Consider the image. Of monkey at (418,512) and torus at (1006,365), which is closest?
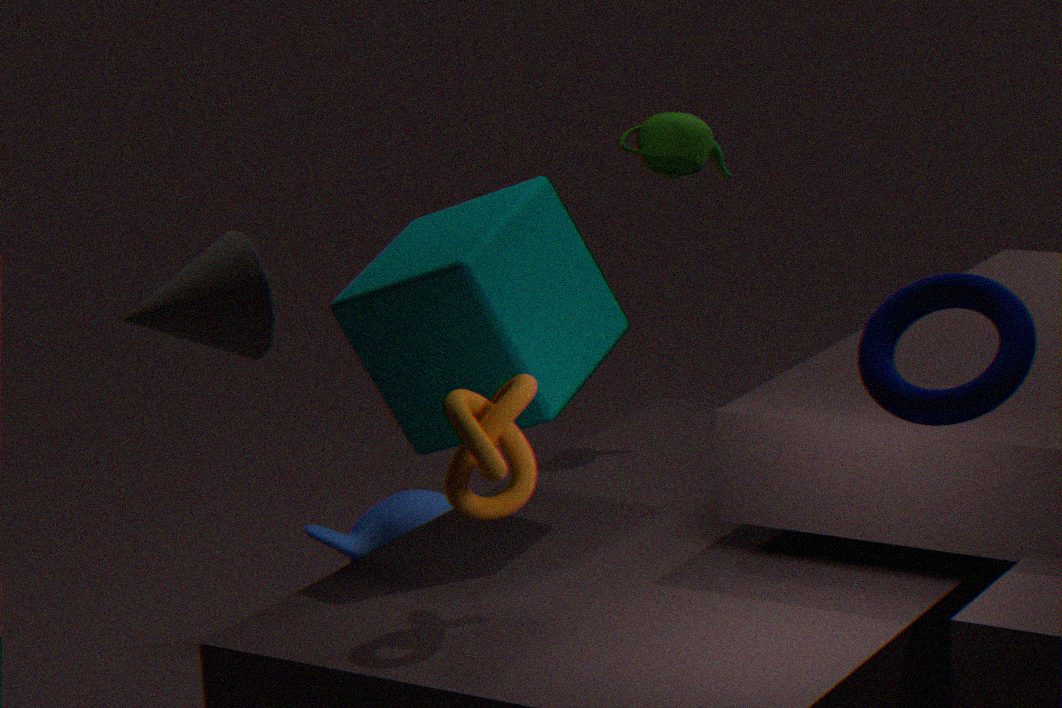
torus at (1006,365)
